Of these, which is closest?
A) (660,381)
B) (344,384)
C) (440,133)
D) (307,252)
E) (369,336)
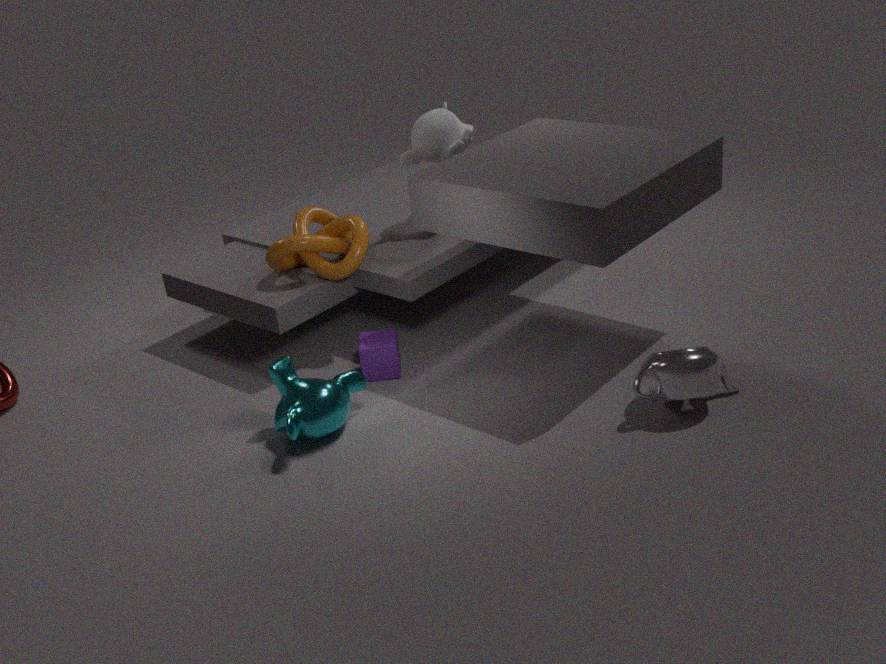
(660,381)
